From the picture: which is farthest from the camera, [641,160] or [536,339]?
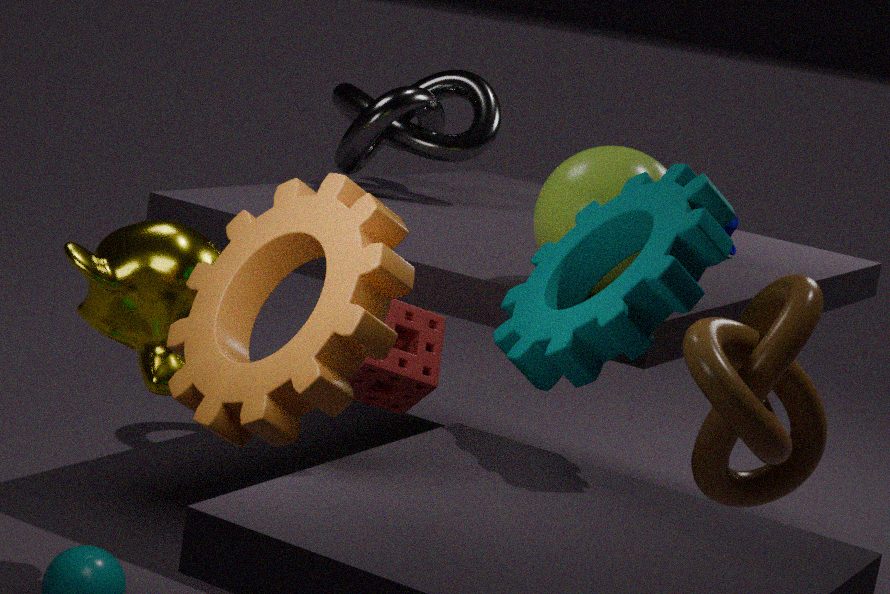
[641,160]
